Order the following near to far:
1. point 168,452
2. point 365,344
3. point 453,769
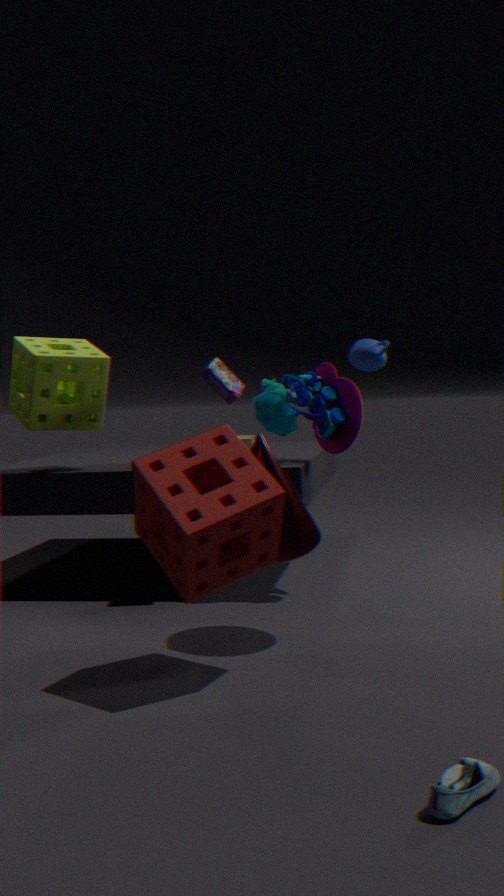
point 453,769
point 168,452
point 365,344
